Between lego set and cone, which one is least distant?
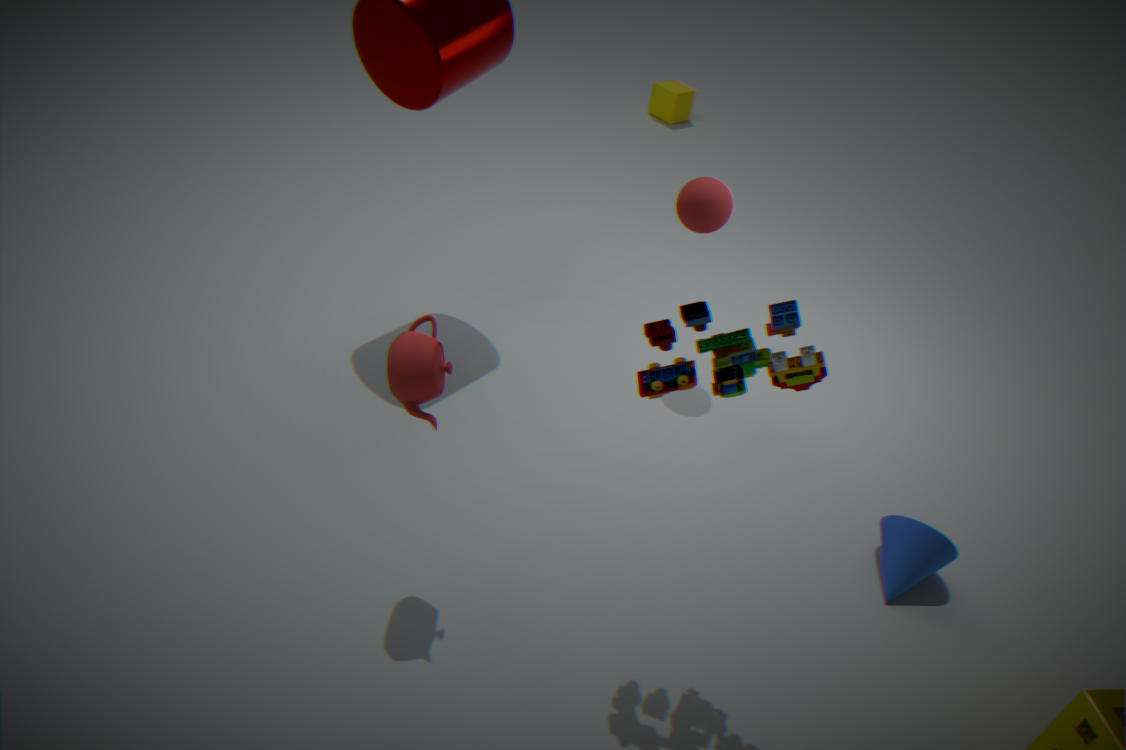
lego set
